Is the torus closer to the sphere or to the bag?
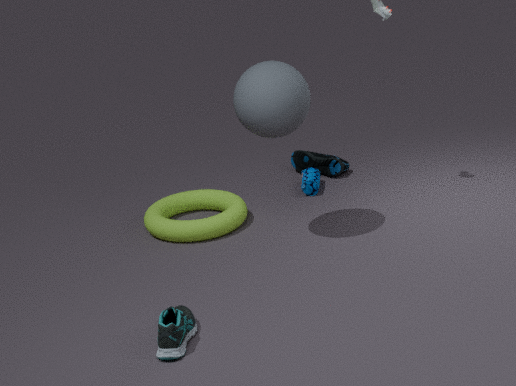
the bag
